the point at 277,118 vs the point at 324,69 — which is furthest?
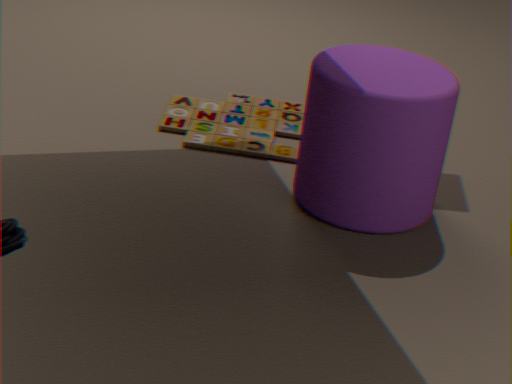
the point at 277,118
